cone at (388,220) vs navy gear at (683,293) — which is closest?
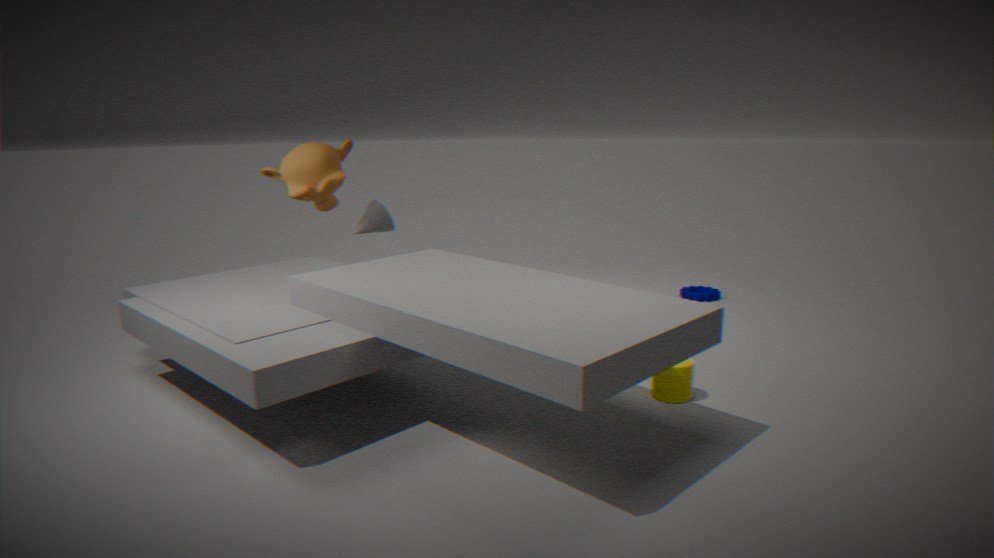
cone at (388,220)
